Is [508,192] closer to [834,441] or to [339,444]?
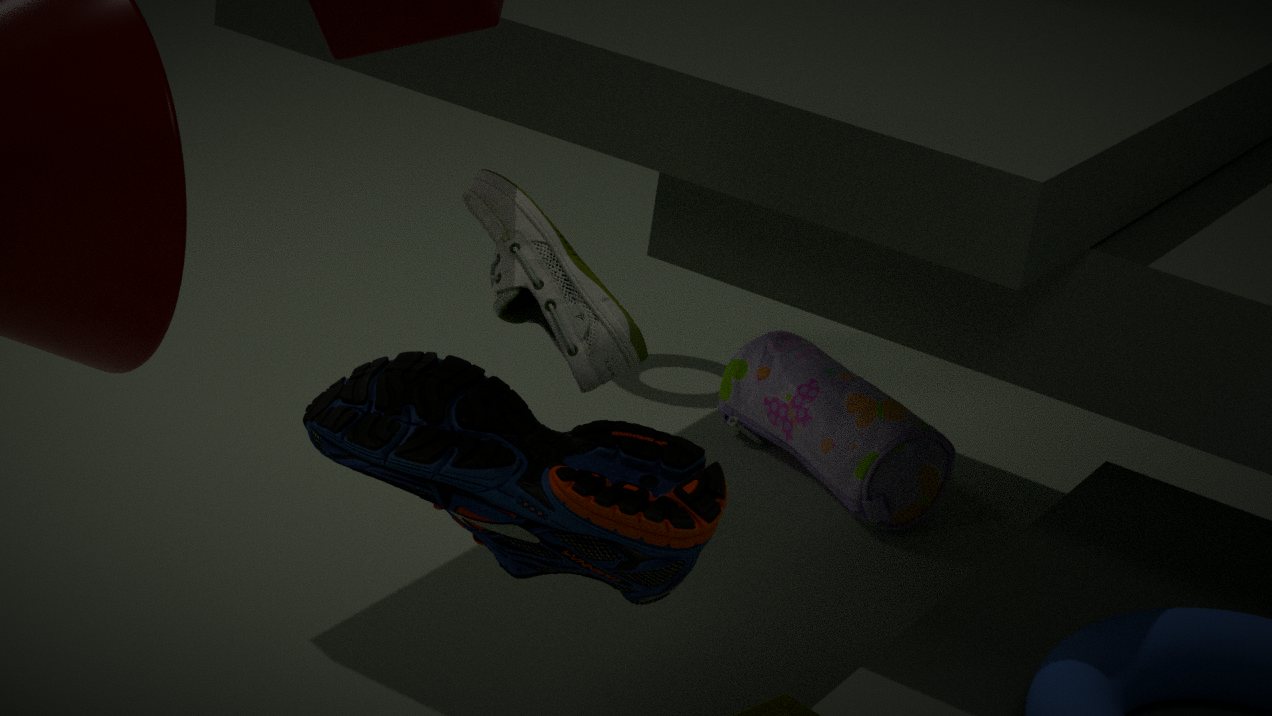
[339,444]
